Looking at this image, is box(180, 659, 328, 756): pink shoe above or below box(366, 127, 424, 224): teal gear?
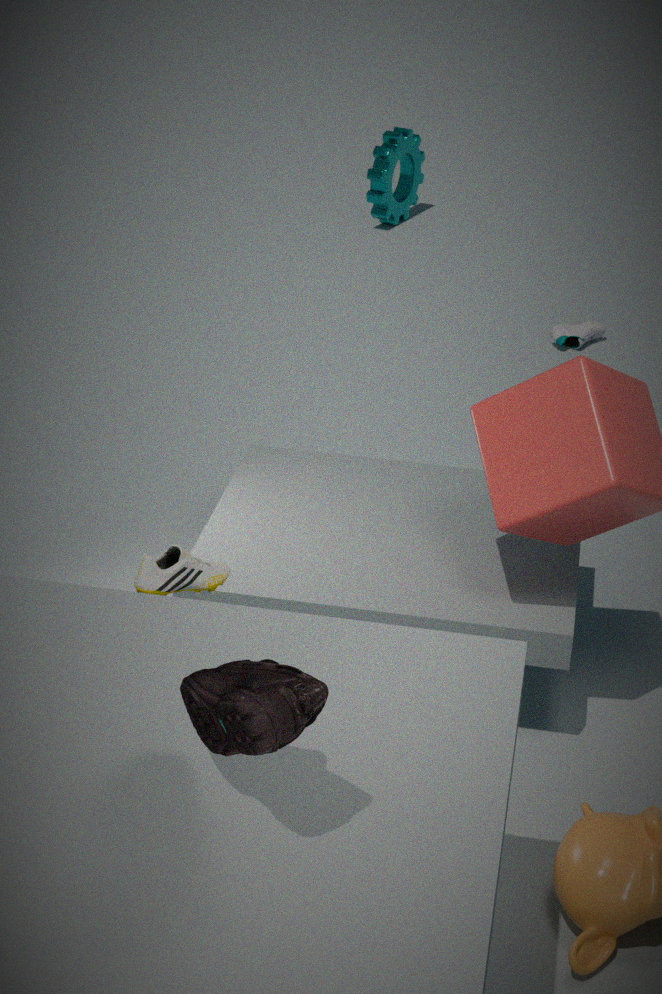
above
